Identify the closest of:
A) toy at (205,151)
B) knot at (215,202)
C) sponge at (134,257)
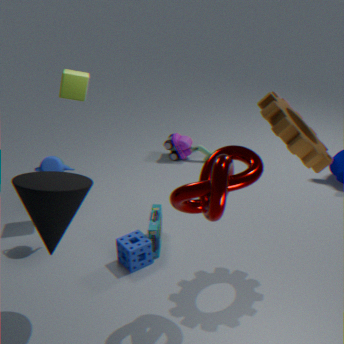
knot at (215,202)
